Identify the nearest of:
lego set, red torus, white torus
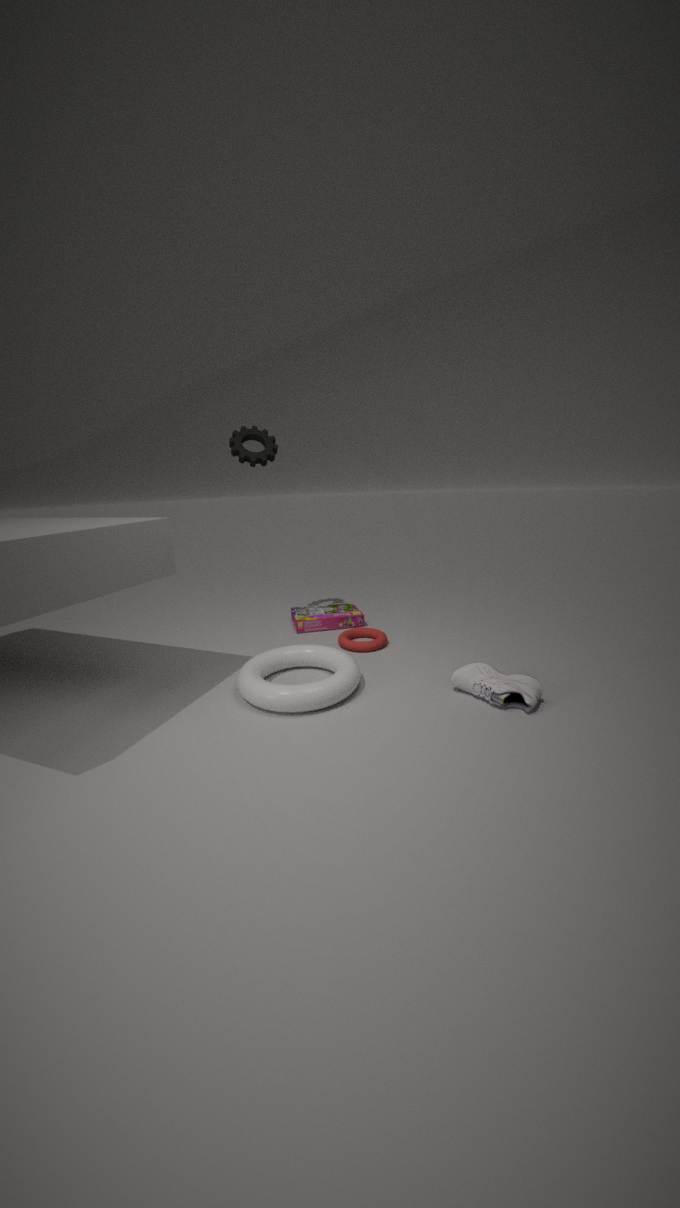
white torus
